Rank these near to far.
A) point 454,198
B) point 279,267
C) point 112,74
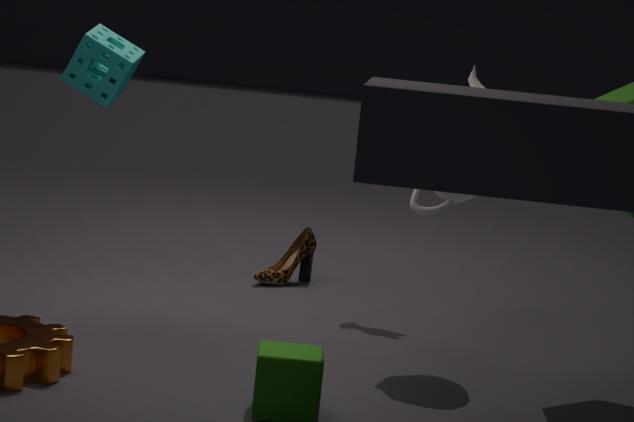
point 454,198 < point 112,74 < point 279,267
